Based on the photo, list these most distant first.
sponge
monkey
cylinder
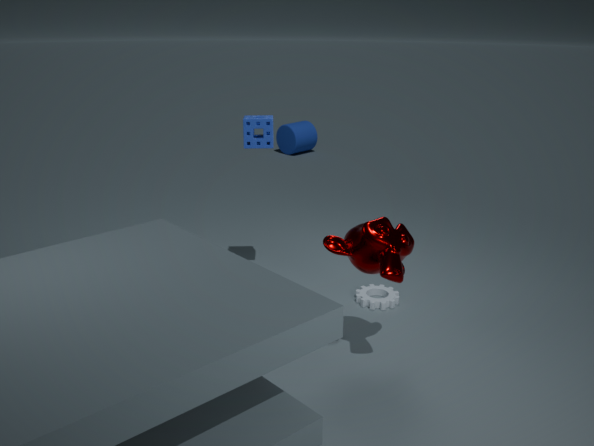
cylinder → sponge → monkey
